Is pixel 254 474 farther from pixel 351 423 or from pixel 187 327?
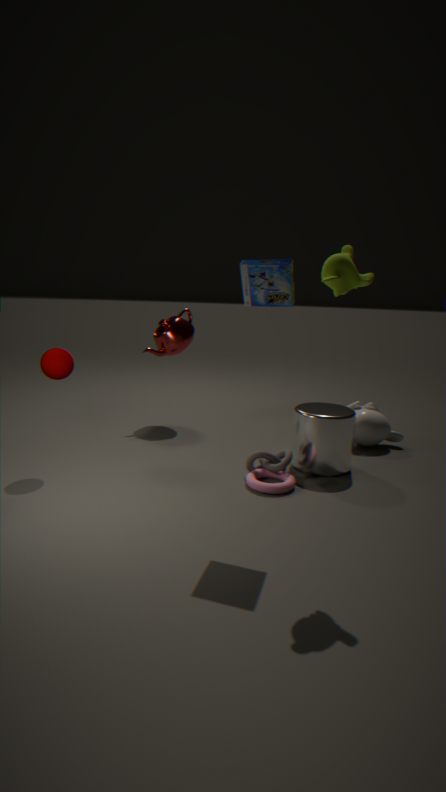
pixel 187 327
